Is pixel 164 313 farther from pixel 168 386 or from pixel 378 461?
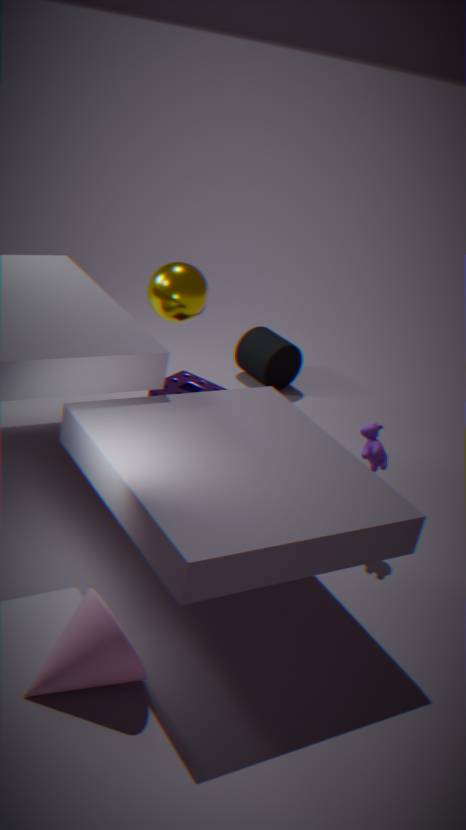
pixel 378 461
